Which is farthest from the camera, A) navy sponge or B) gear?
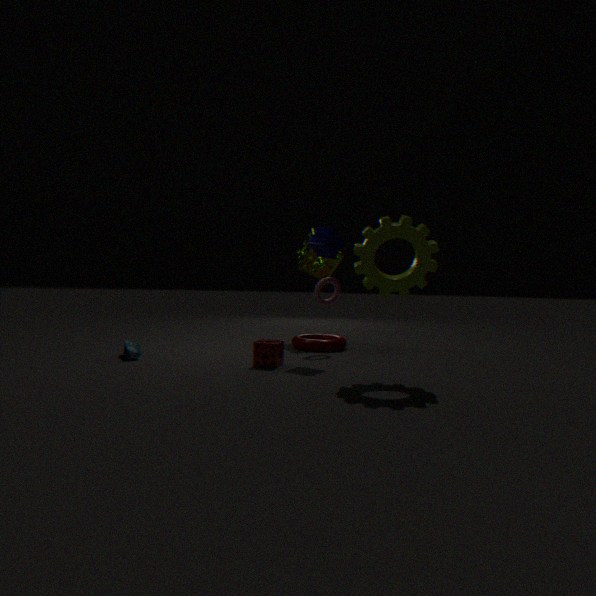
A. navy sponge
